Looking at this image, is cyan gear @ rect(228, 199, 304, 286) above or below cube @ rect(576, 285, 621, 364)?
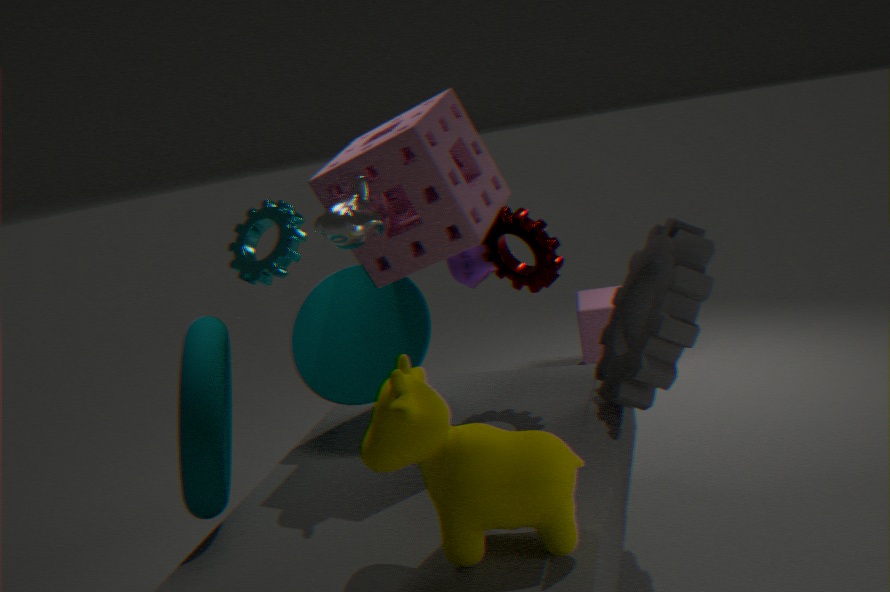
above
